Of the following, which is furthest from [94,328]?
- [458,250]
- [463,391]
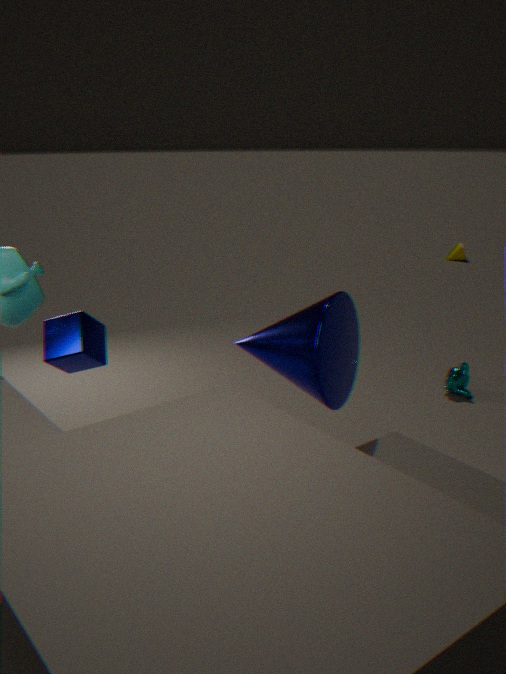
[458,250]
